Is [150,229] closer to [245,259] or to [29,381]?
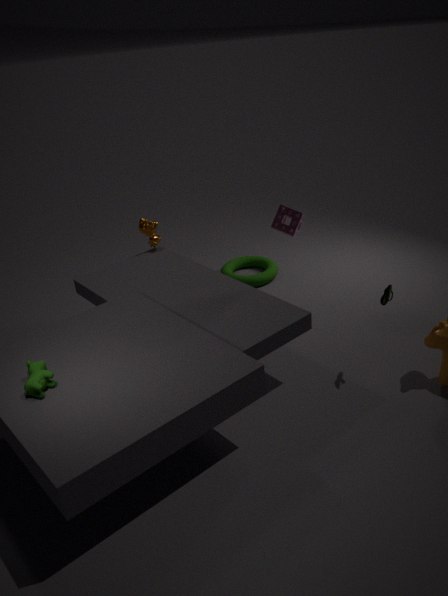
[245,259]
